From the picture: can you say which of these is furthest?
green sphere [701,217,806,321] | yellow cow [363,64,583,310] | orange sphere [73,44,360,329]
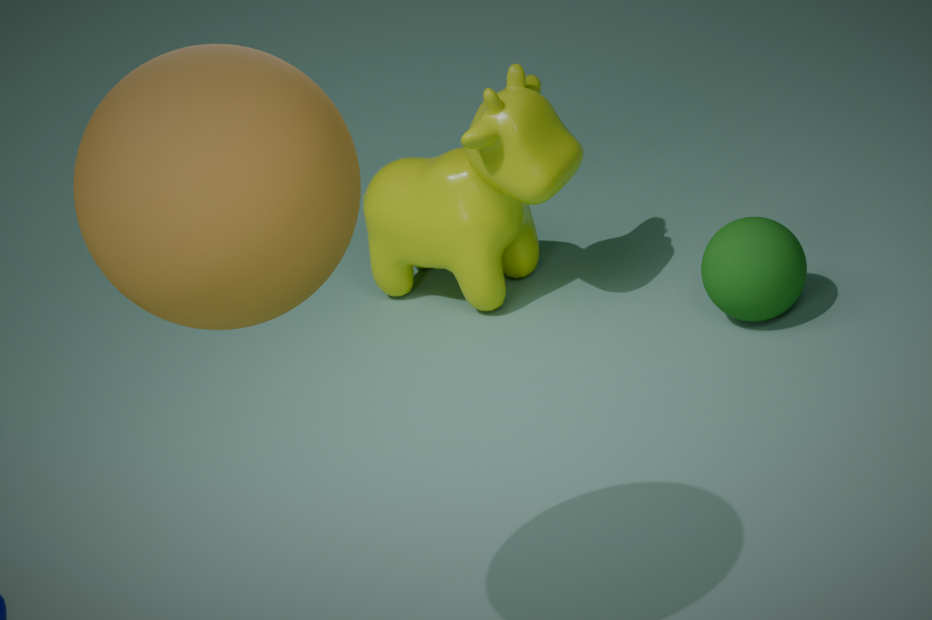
yellow cow [363,64,583,310]
